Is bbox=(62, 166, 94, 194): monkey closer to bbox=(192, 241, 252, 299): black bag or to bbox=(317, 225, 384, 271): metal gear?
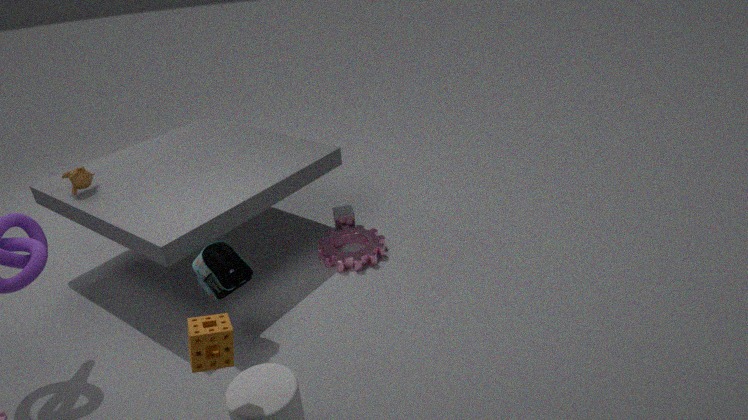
bbox=(192, 241, 252, 299): black bag
